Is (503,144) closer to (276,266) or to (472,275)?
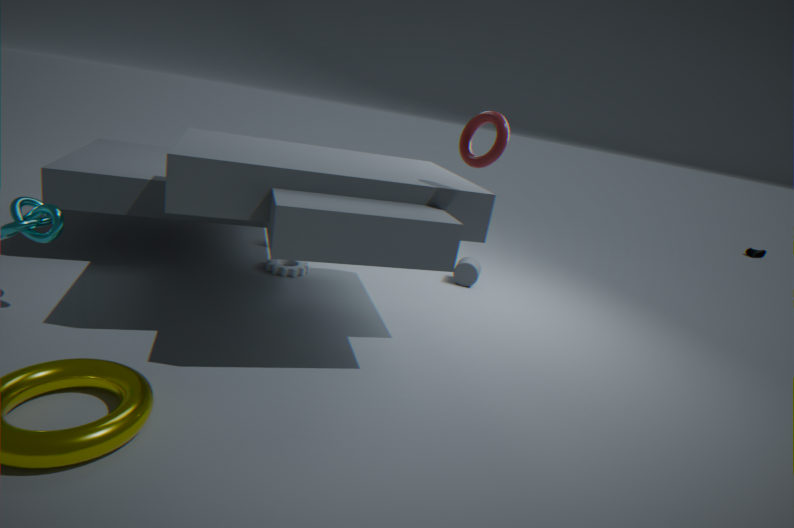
(472,275)
